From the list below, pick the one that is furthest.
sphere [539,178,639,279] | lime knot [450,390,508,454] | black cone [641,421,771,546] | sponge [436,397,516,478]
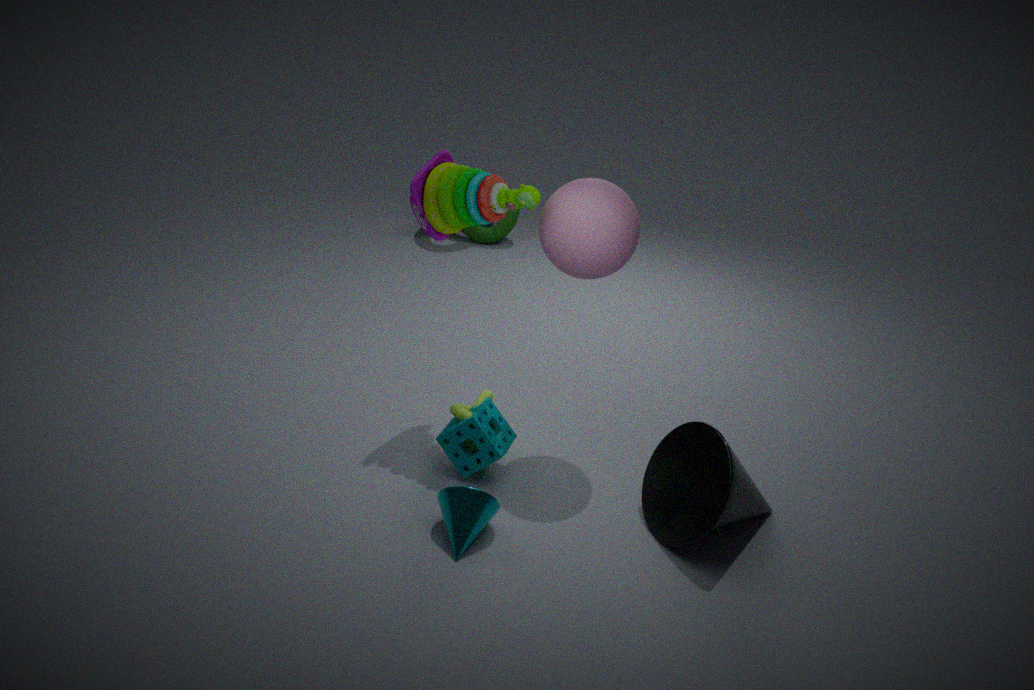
lime knot [450,390,508,454]
